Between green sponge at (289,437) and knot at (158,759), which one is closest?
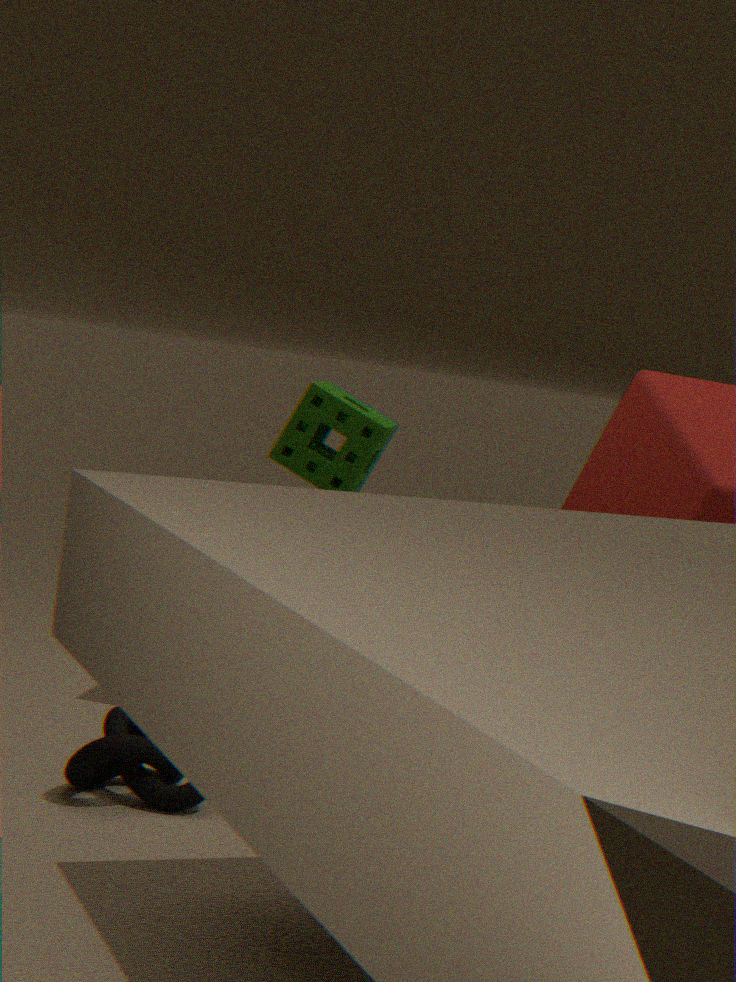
knot at (158,759)
